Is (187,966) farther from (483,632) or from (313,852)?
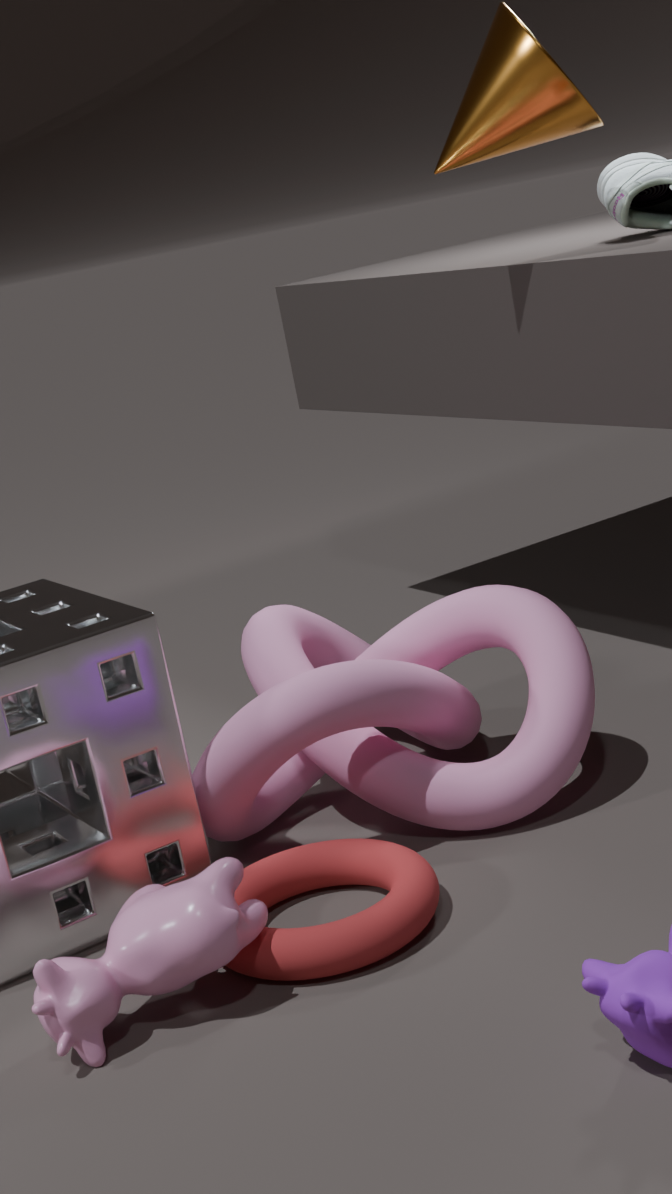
(483,632)
